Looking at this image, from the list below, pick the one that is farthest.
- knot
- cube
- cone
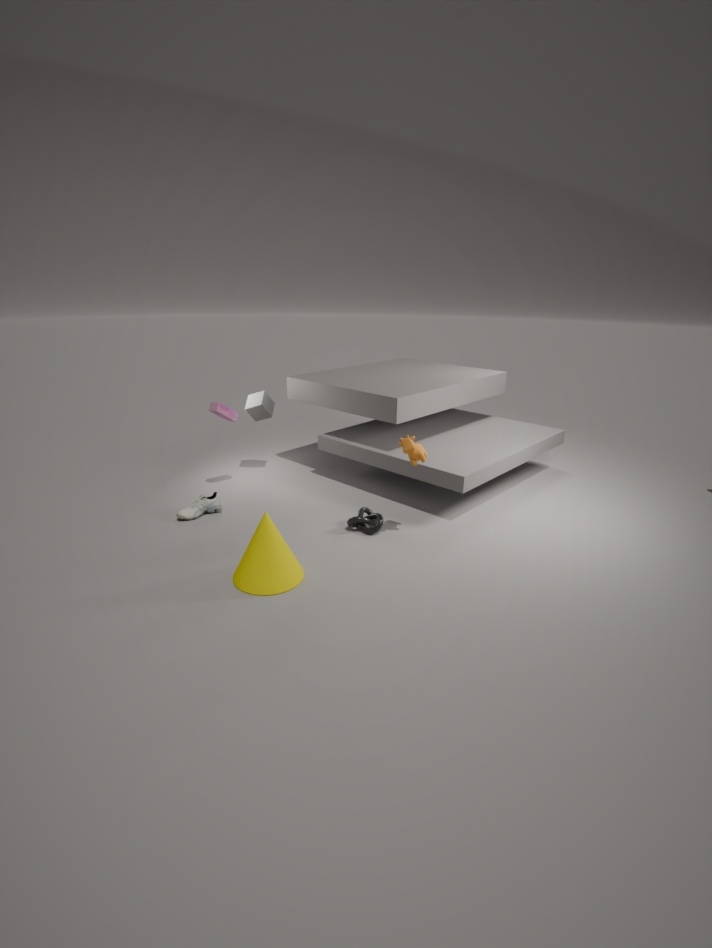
cube
